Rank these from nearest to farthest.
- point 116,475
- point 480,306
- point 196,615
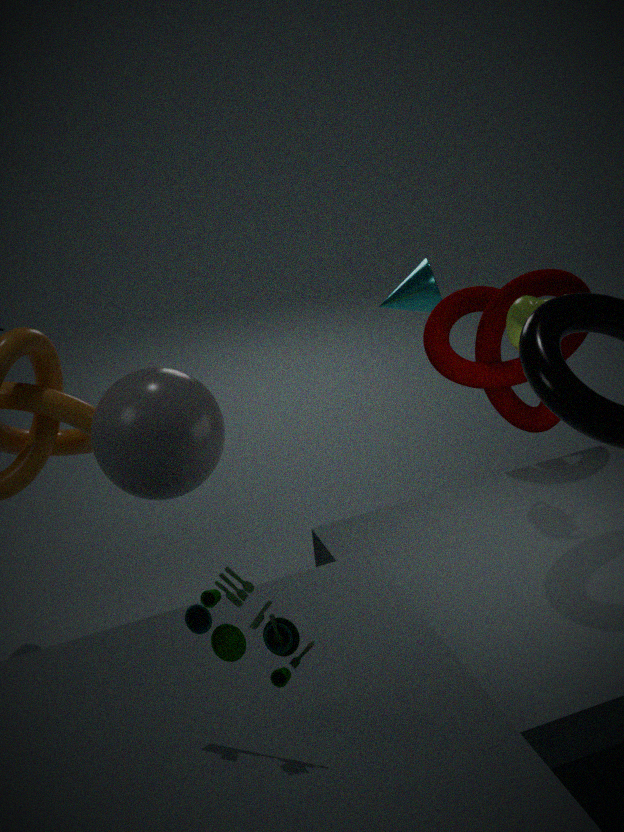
point 196,615
point 116,475
point 480,306
